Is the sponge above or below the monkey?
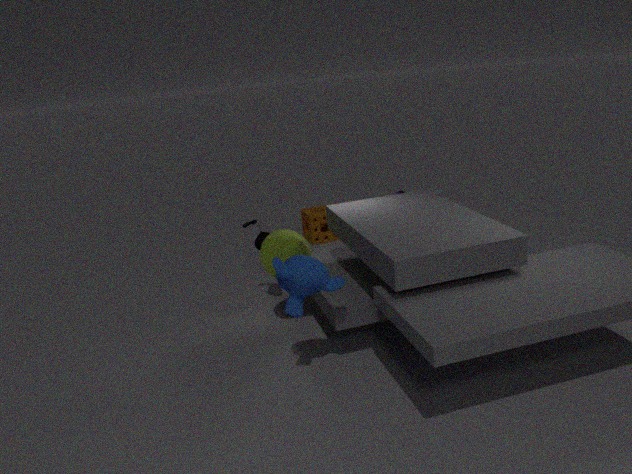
below
